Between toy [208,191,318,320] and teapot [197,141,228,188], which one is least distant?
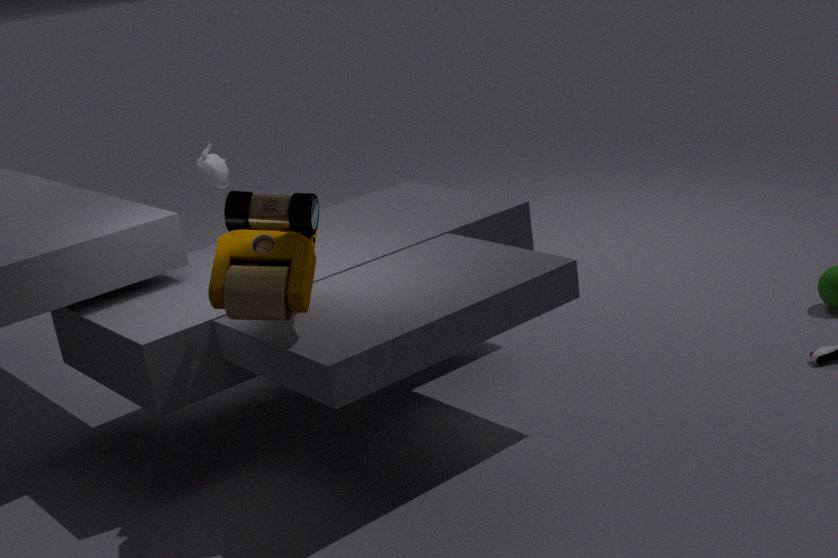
toy [208,191,318,320]
